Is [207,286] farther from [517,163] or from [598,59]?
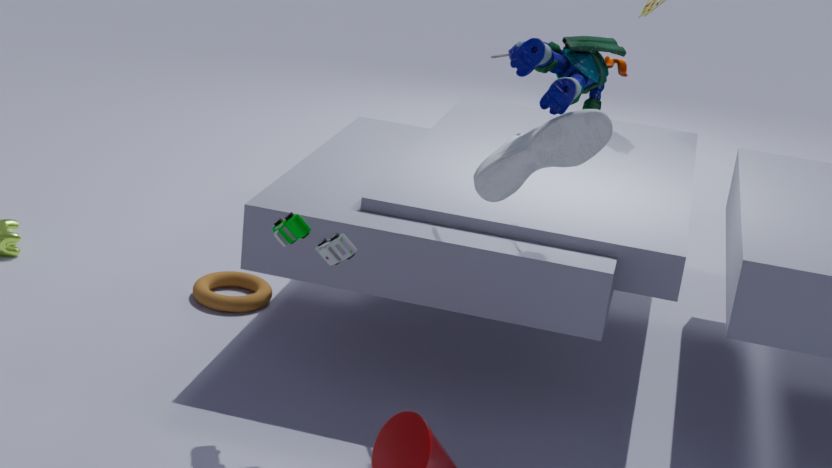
[598,59]
